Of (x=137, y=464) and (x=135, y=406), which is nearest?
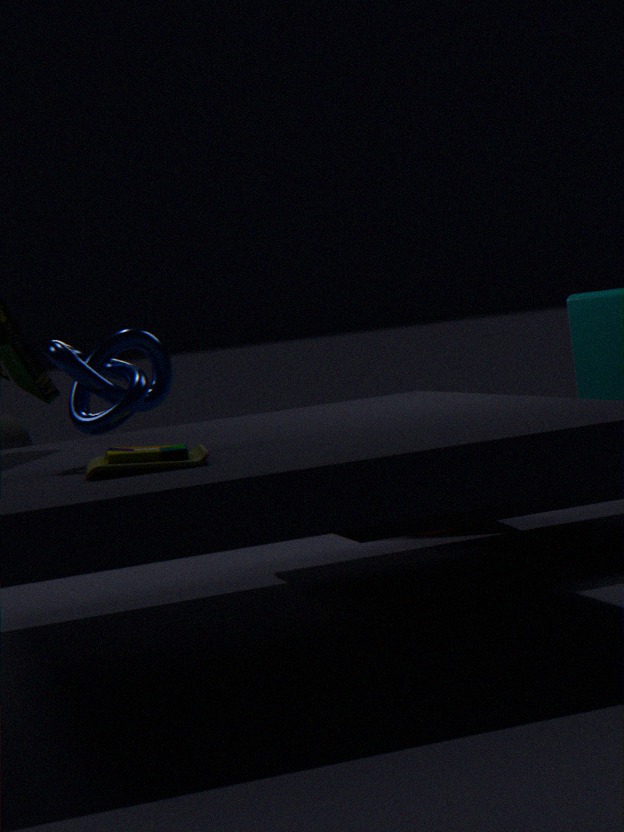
(x=137, y=464)
